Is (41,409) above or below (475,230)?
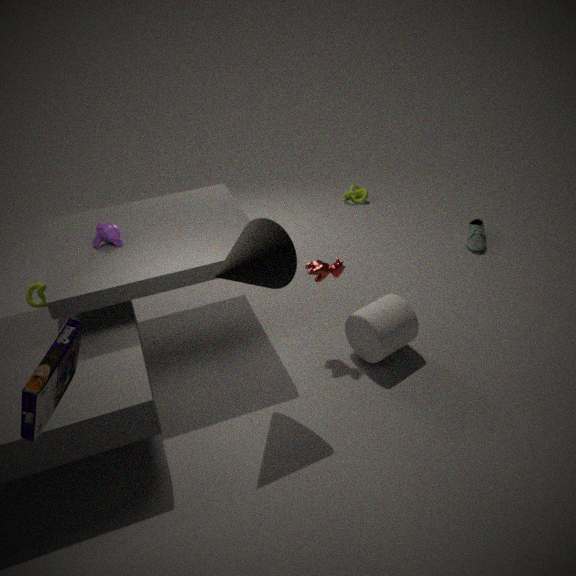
above
